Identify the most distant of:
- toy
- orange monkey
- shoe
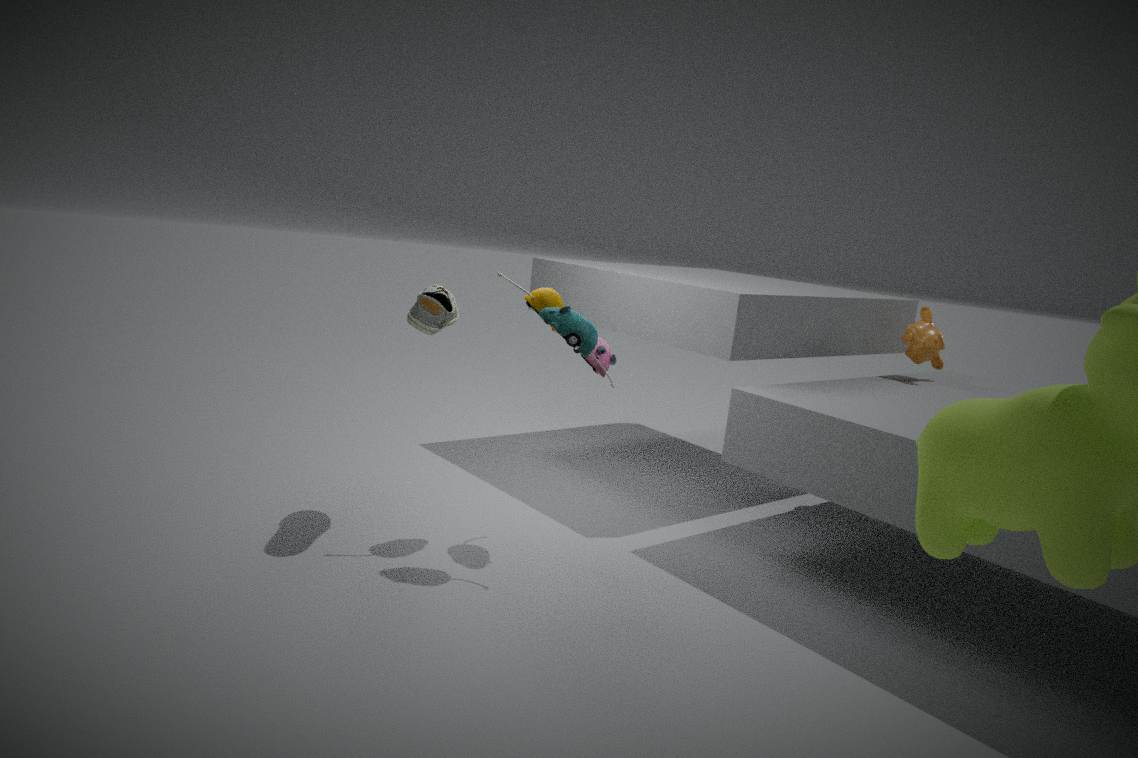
orange monkey
